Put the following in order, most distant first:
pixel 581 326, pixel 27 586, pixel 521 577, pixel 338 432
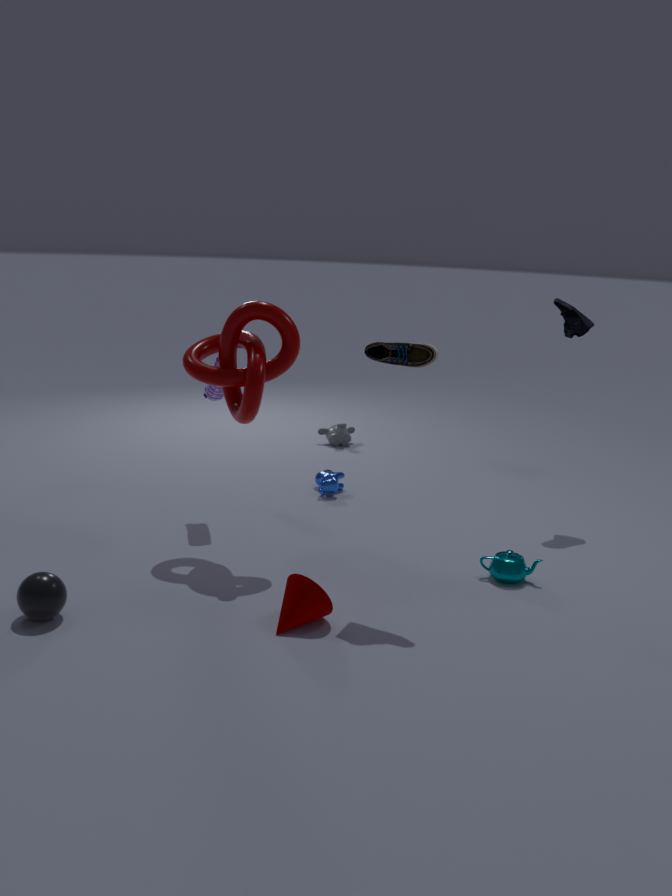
pixel 338 432, pixel 581 326, pixel 521 577, pixel 27 586
